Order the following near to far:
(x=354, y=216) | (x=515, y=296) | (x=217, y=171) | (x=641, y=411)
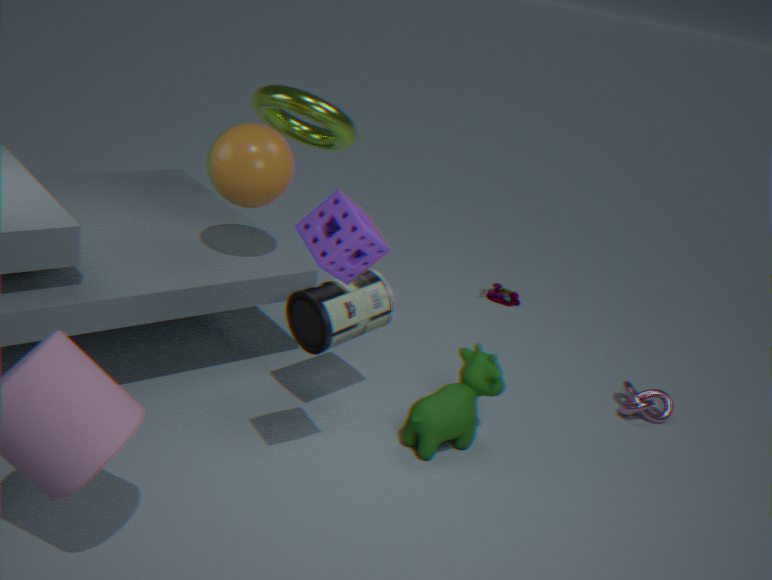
(x=354, y=216), (x=217, y=171), (x=641, y=411), (x=515, y=296)
